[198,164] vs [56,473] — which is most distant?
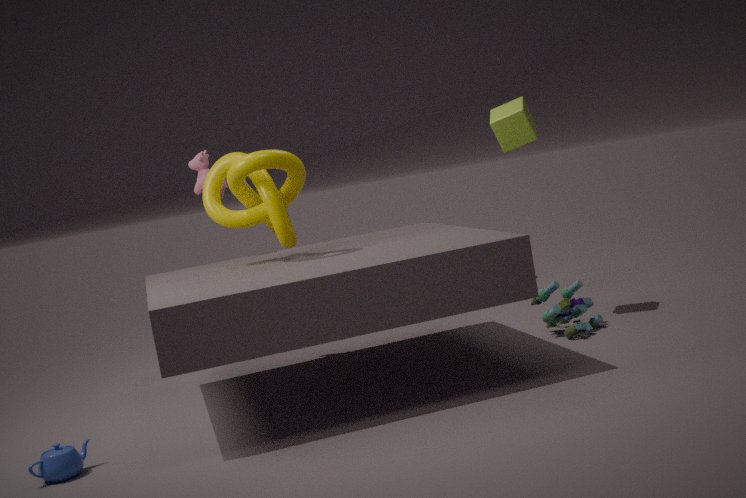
[198,164]
